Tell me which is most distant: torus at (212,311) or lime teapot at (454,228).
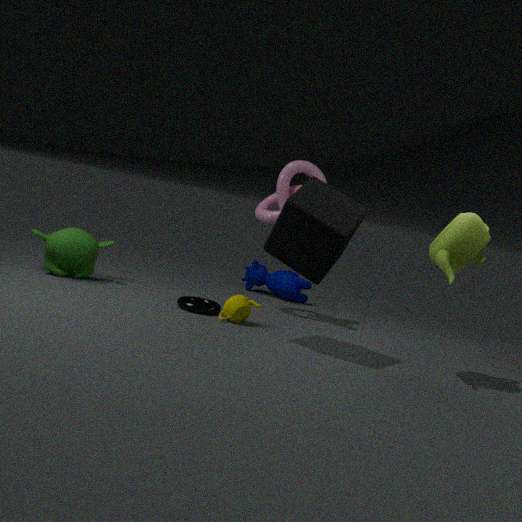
torus at (212,311)
